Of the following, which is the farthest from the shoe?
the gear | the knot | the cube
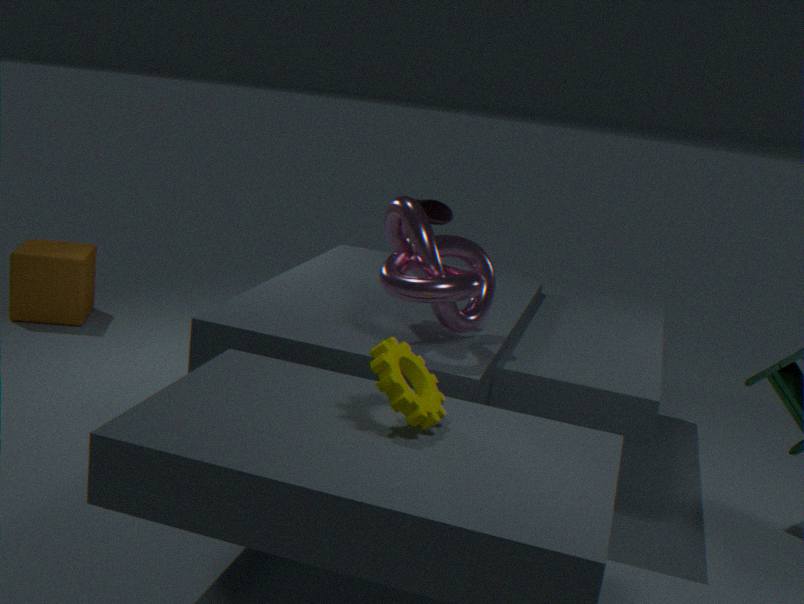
the cube
